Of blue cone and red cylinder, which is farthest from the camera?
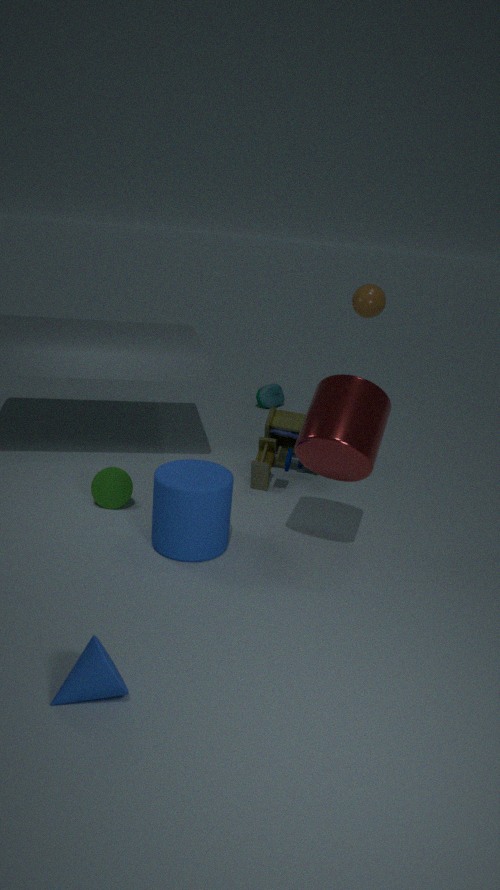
red cylinder
